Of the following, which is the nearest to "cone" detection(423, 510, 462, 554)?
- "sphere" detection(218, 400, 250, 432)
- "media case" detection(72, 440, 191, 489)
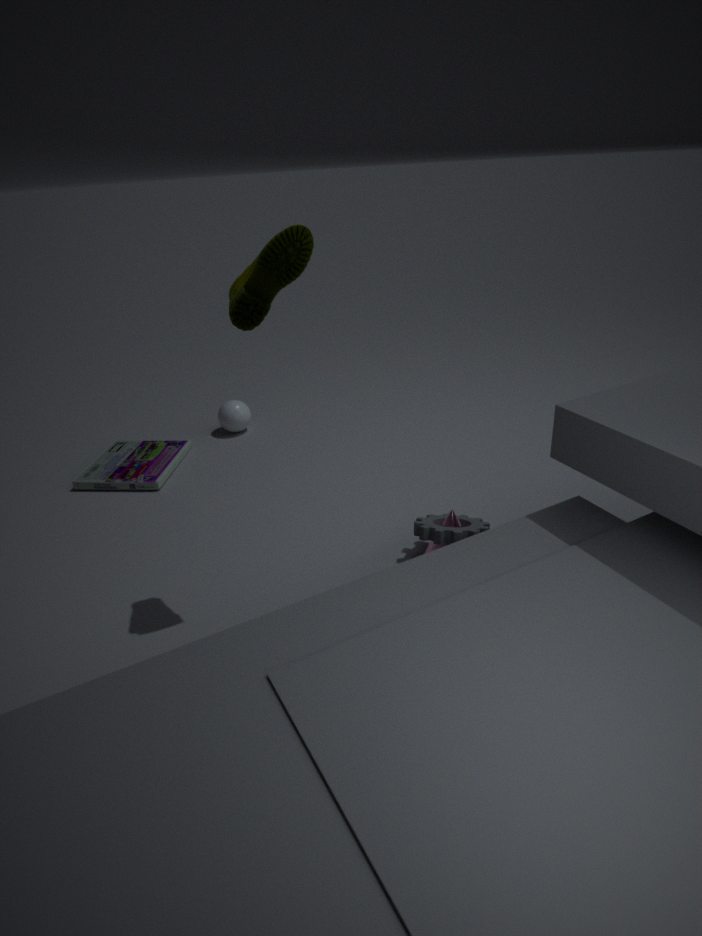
"media case" detection(72, 440, 191, 489)
